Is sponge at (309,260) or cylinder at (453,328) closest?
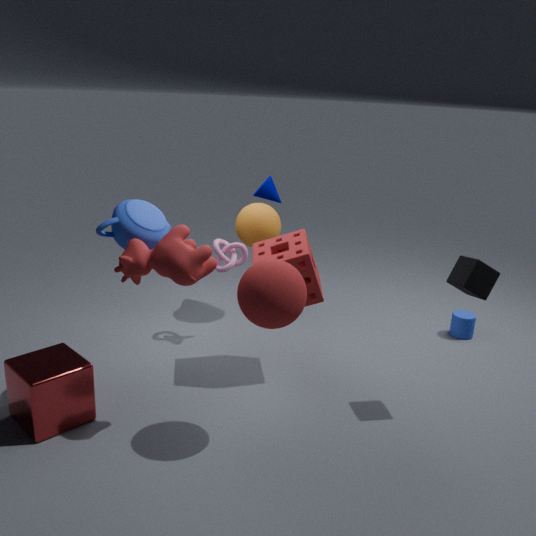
sponge at (309,260)
